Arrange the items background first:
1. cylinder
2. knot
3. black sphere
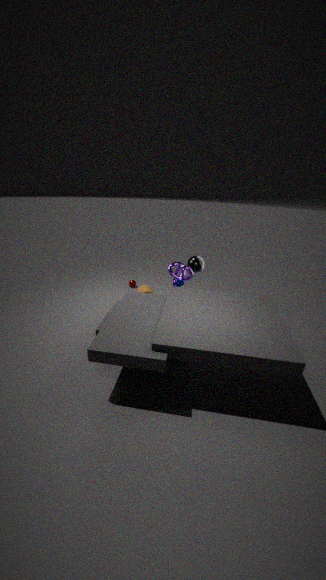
cylinder → black sphere → knot
